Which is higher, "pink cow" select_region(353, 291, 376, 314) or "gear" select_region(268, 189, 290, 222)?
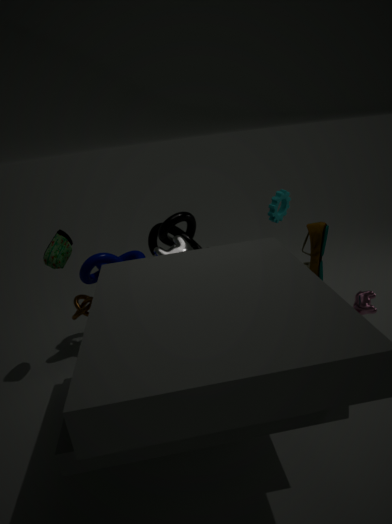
"gear" select_region(268, 189, 290, 222)
